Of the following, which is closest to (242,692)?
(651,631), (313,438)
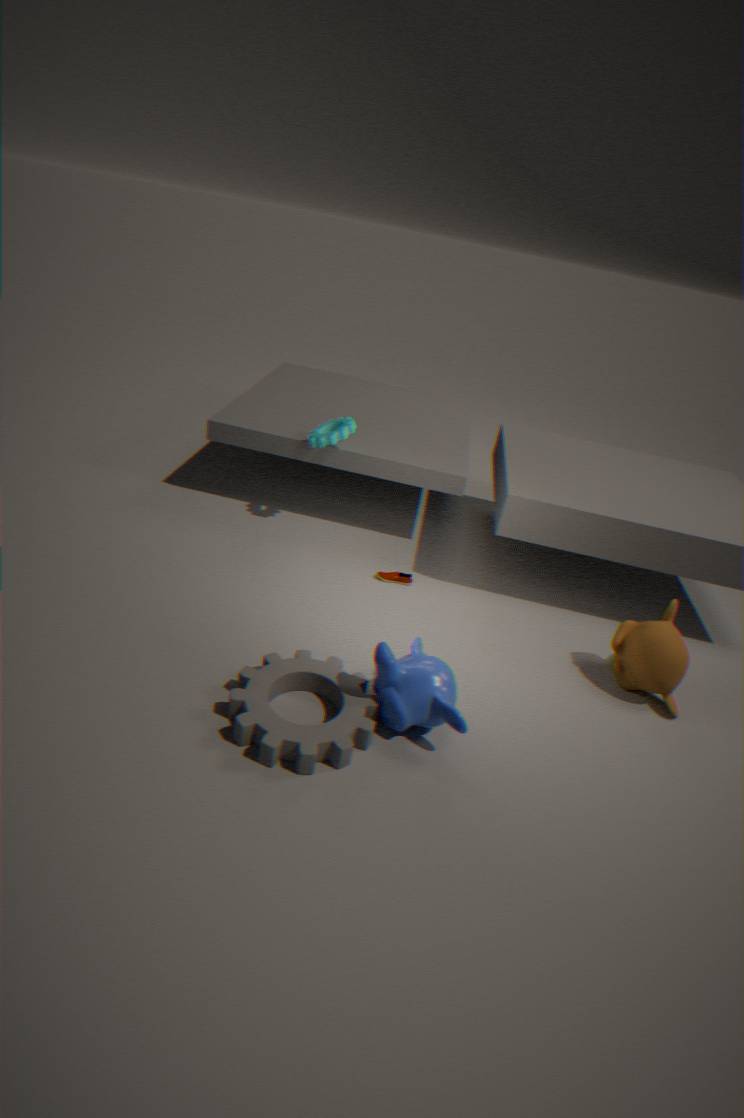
(651,631)
